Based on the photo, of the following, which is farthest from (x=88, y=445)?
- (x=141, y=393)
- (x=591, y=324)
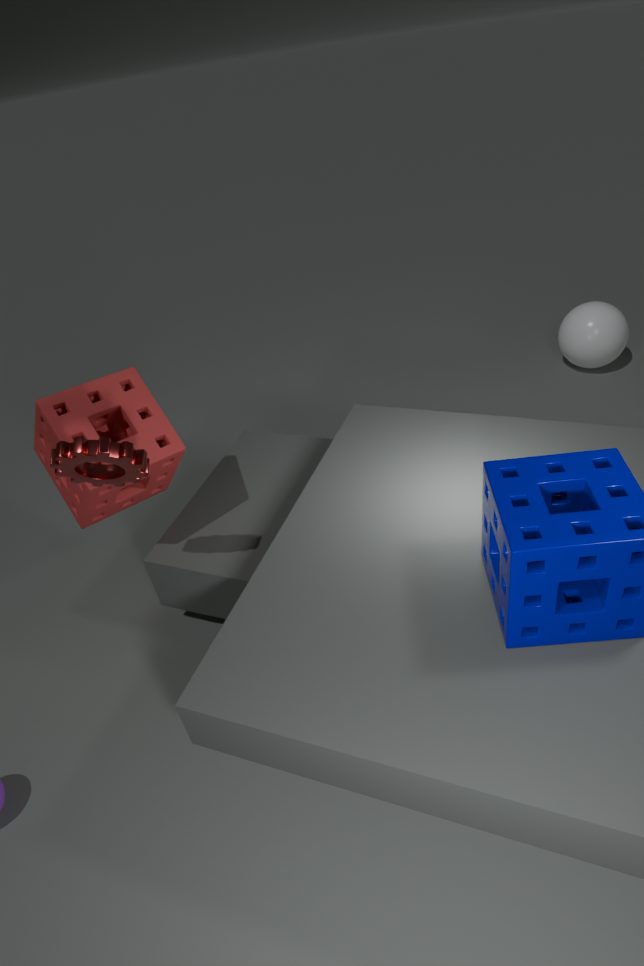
(x=591, y=324)
